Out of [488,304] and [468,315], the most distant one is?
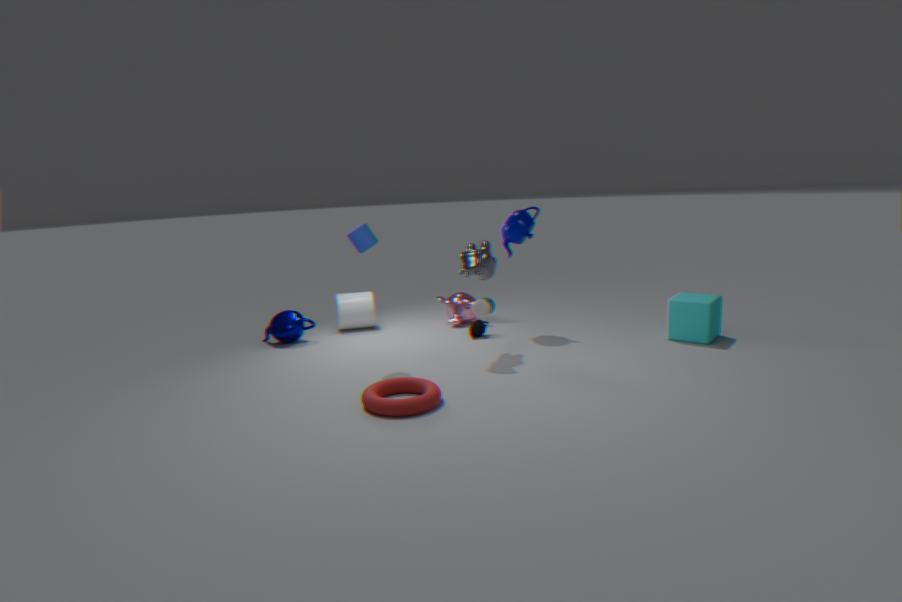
[468,315]
